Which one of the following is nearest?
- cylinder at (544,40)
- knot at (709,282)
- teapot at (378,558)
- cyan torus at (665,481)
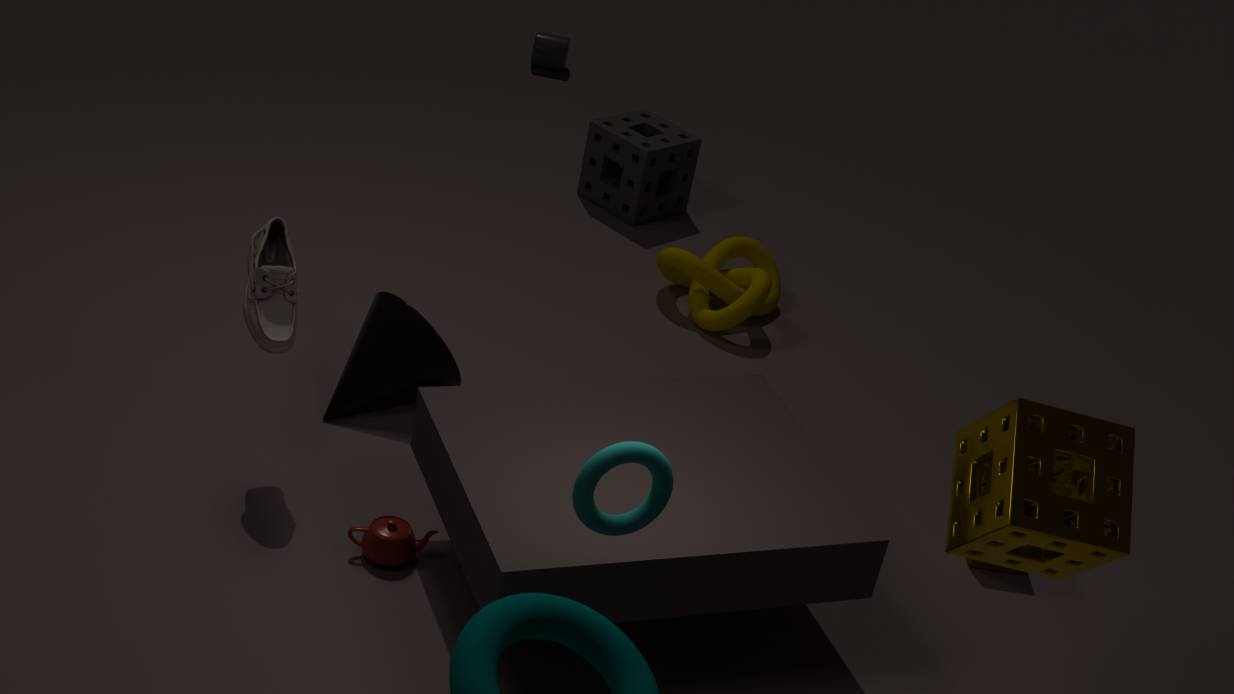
cyan torus at (665,481)
